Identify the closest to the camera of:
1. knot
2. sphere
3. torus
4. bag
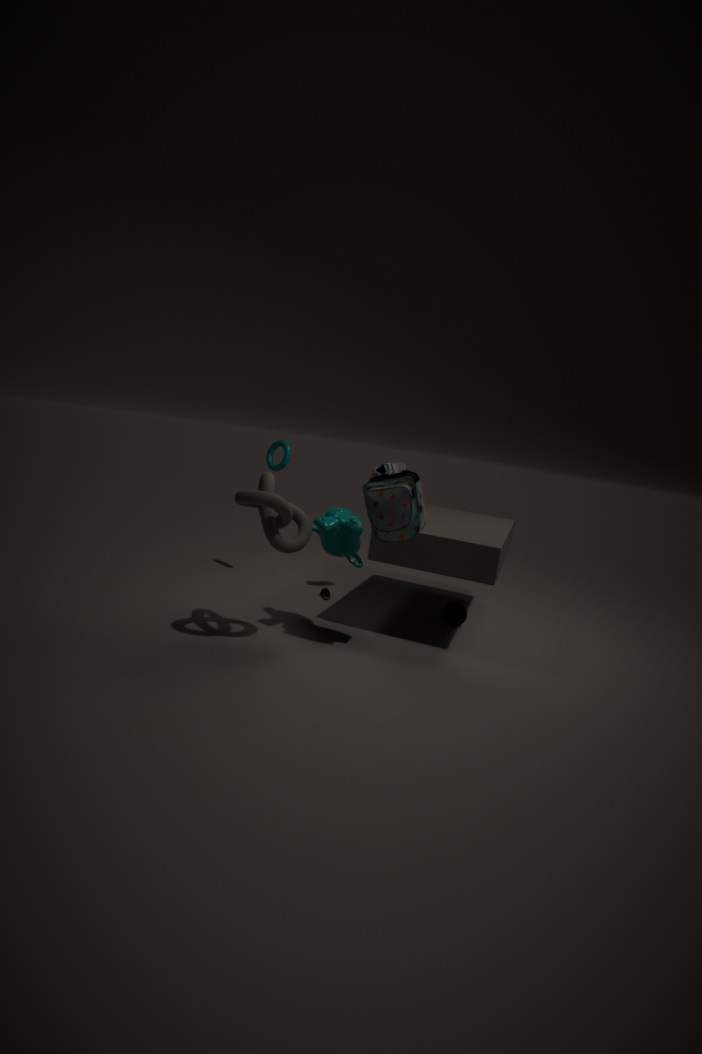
knot
